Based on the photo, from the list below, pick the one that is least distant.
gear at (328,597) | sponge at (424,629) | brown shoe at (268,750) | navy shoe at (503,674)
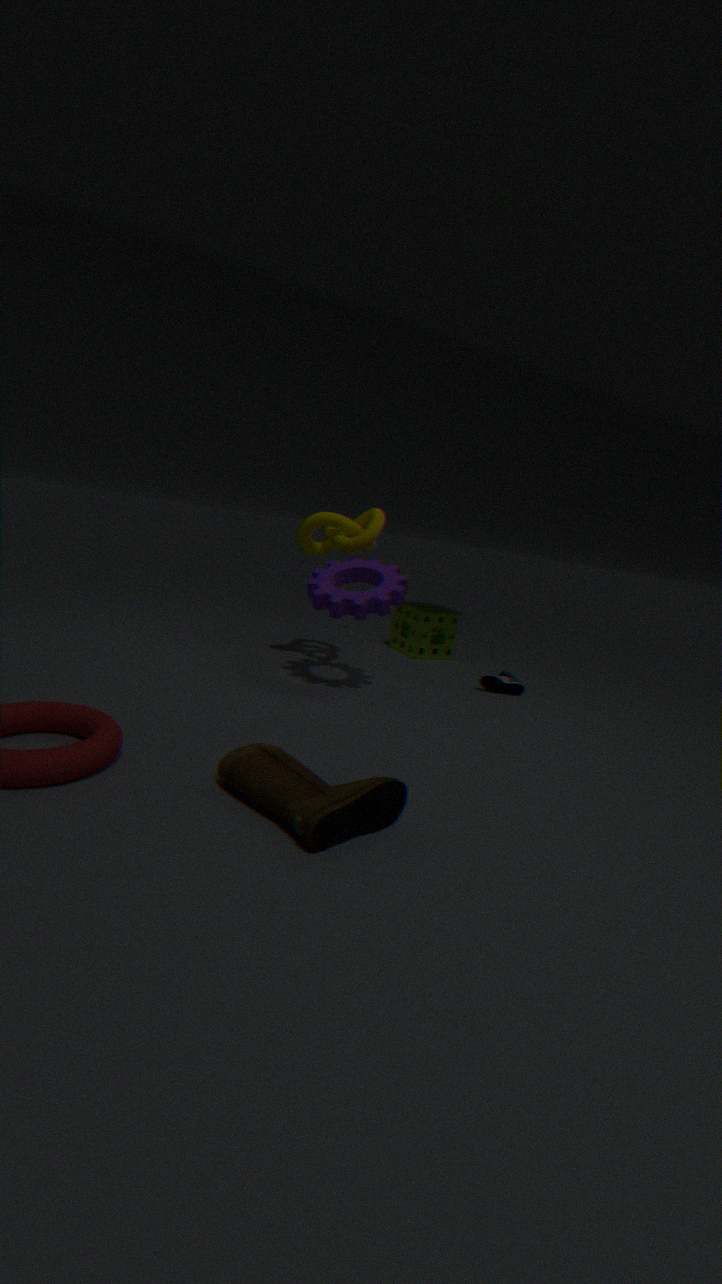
brown shoe at (268,750)
